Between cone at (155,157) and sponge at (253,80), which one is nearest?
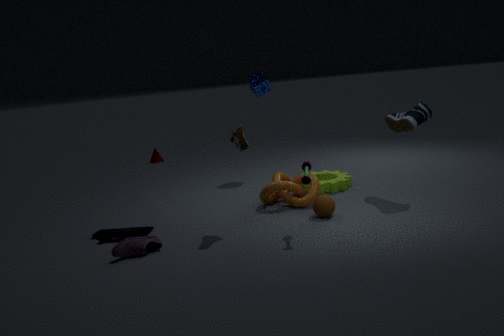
sponge at (253,80)
